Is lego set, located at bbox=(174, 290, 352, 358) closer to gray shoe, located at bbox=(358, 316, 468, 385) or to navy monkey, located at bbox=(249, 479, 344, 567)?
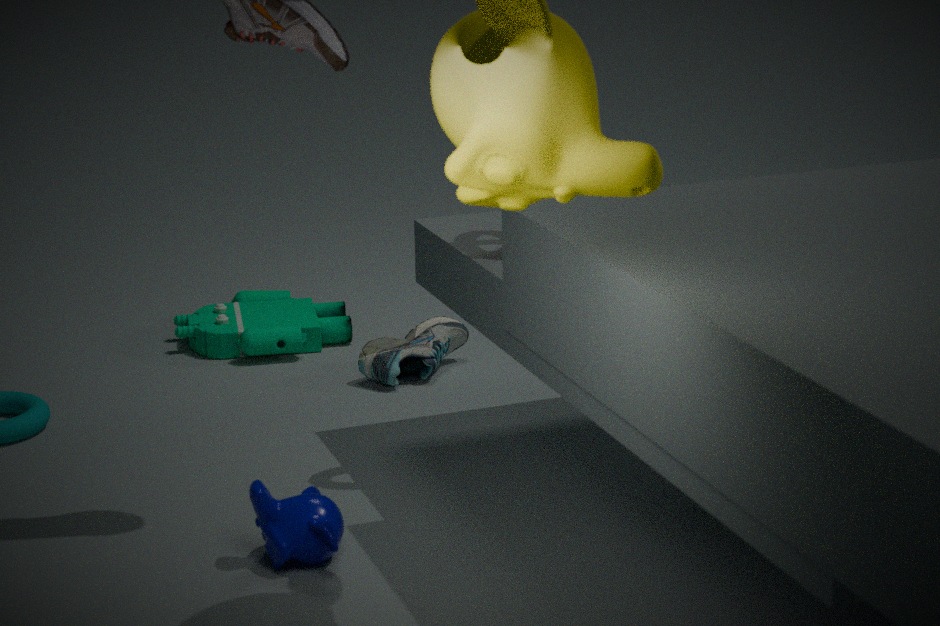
Result: gray shoe, located at bbox=(358, 316, 468, 385)
